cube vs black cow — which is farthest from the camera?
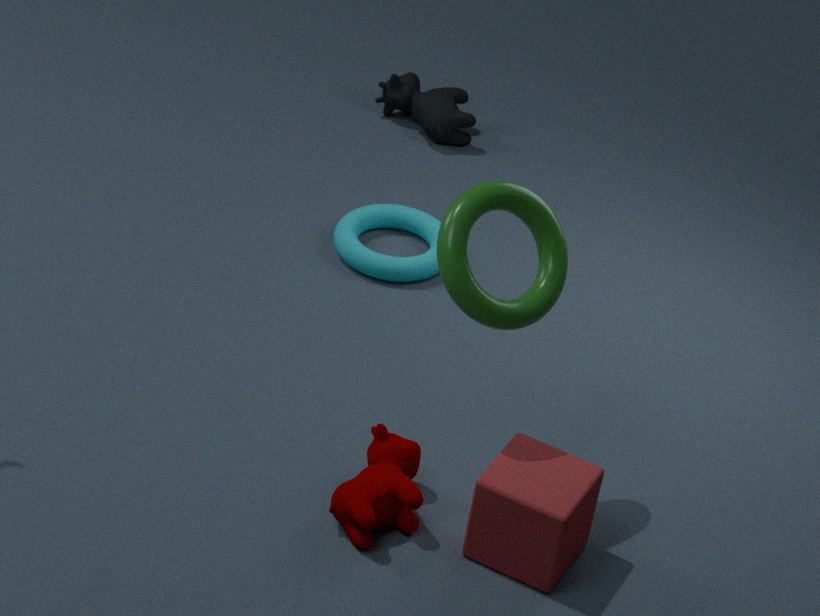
black cow
